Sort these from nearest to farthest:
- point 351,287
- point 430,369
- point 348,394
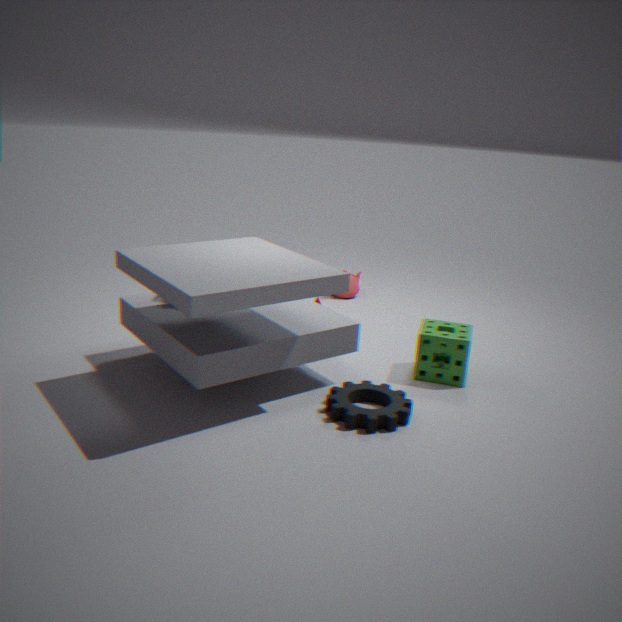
point 348,394, point 430,369, point 351,287
